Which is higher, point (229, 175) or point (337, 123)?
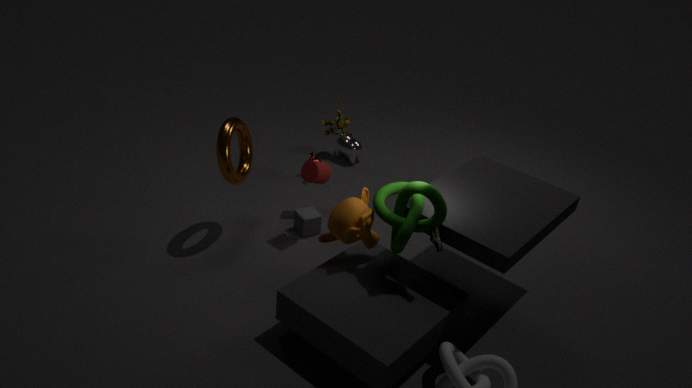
point (229, 175)
